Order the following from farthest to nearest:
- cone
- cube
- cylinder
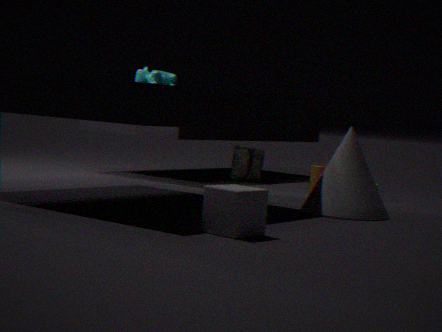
cylinder, cone, cube
